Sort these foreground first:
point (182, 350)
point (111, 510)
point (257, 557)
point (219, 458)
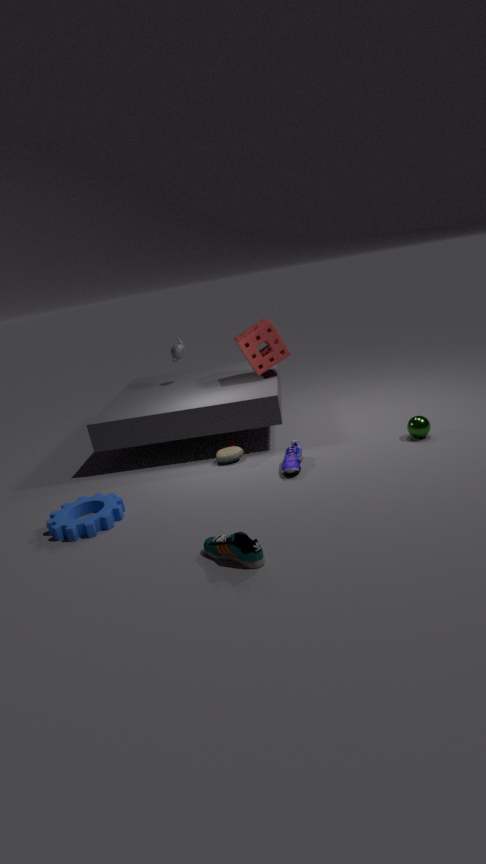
1. point (257, 557)
2. point (111, 510)
3. point (219, 458)
4. point (182, 350)
